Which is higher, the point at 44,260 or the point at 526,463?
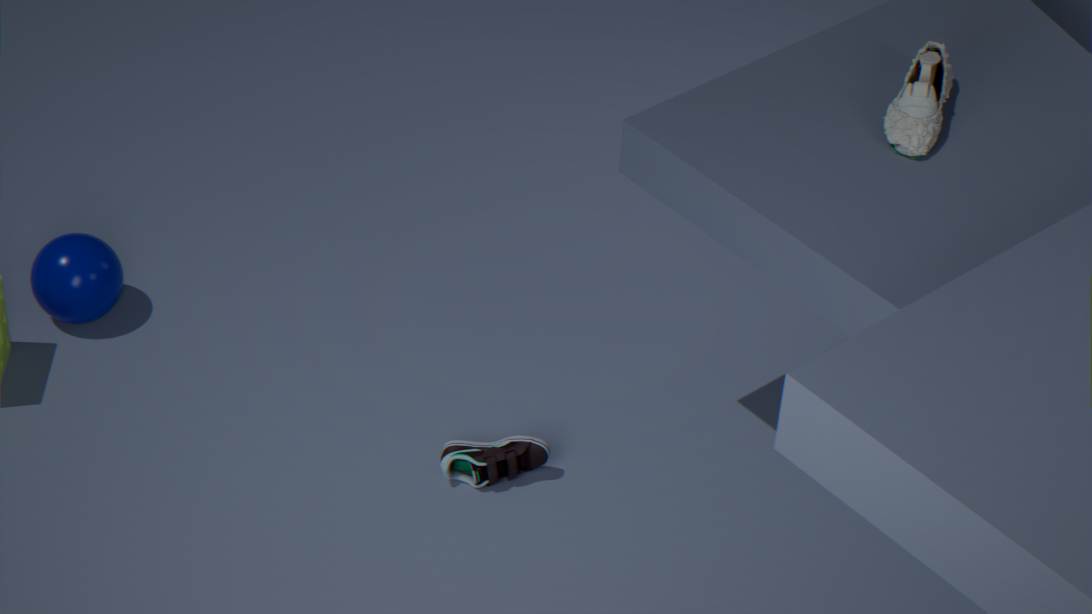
the point at 44,260
